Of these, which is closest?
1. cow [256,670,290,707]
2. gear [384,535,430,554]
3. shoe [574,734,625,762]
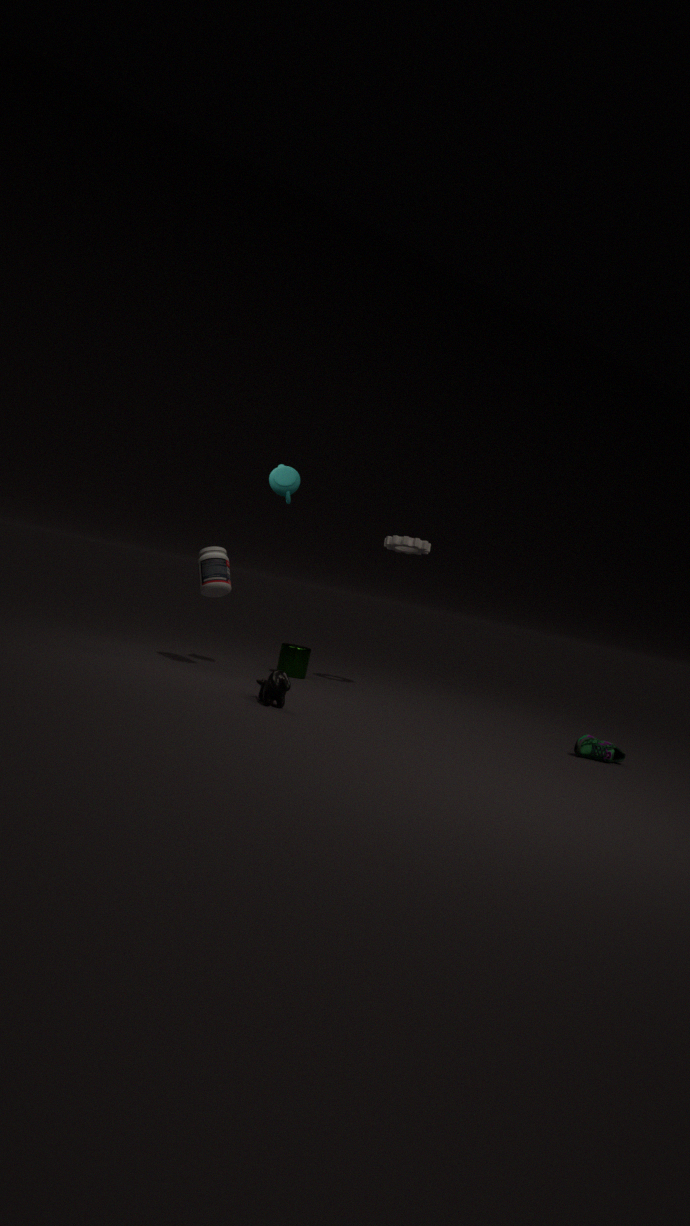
cow [256,670,290,707]
